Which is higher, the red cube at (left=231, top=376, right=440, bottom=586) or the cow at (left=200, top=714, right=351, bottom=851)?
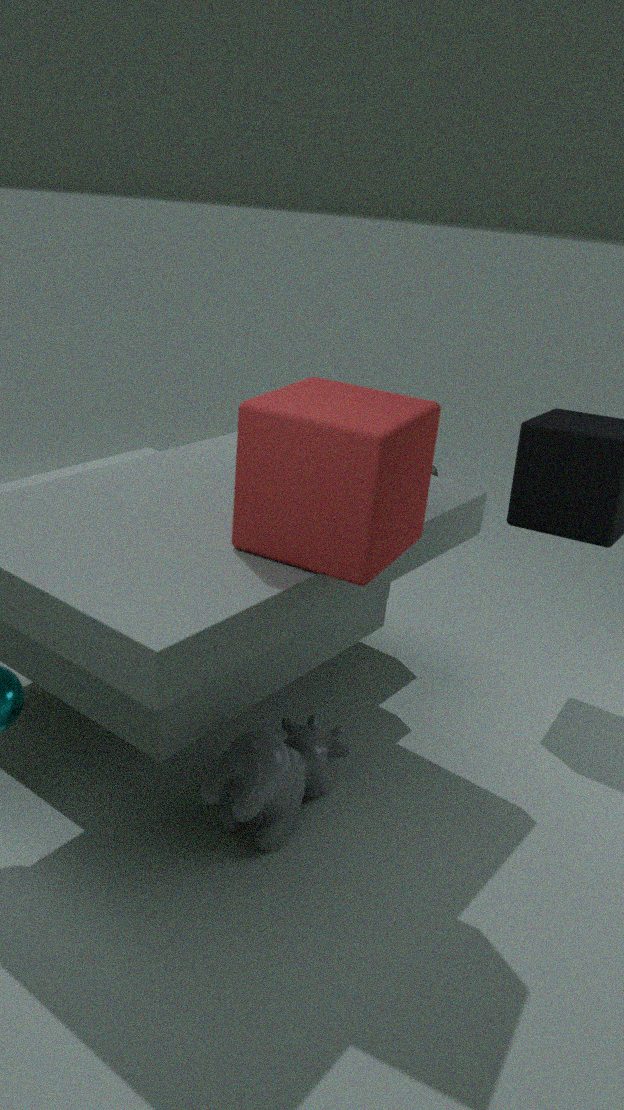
the red cube at (left=231, top=376, right=440, bottom=586)
